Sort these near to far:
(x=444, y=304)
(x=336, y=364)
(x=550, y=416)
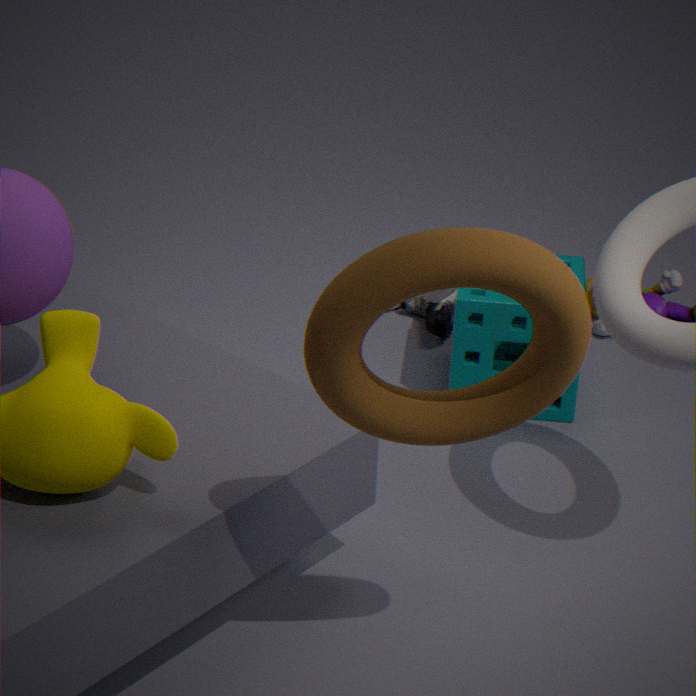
1. (x=336, y=364)
2. (x=550, y=416)
3. (x=444, y=304)
